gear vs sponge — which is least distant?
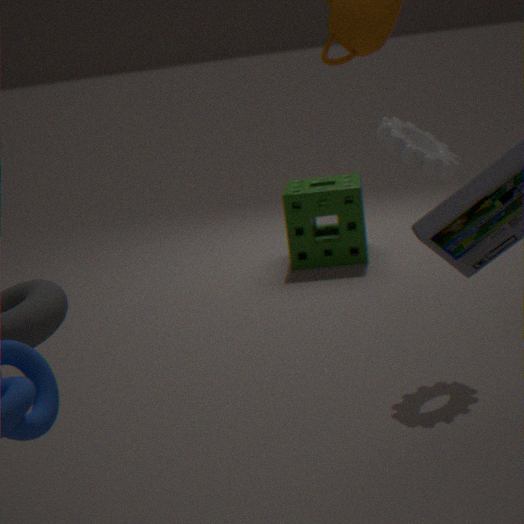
gear
